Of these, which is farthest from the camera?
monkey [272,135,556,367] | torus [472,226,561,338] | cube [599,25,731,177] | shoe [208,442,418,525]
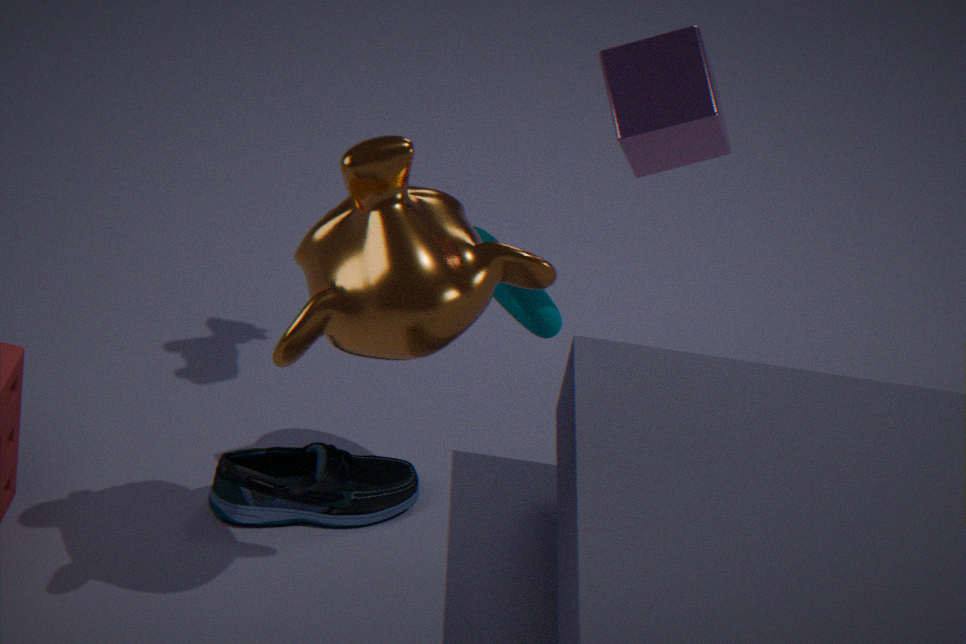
shoe [208,442,418,525]
